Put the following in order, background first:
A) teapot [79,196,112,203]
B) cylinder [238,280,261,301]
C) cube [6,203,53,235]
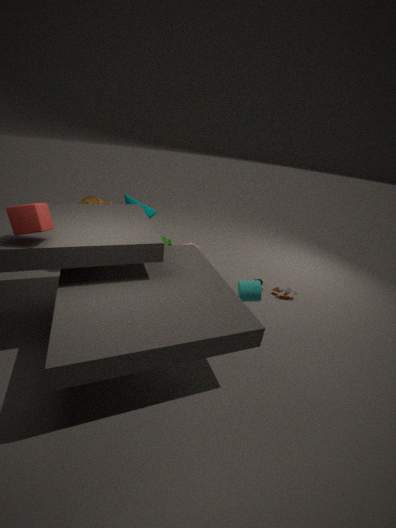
1. teapot [79,196,112,203]
2. cylinder [238,280,261,301]
3. cube [6,203,53,235]
